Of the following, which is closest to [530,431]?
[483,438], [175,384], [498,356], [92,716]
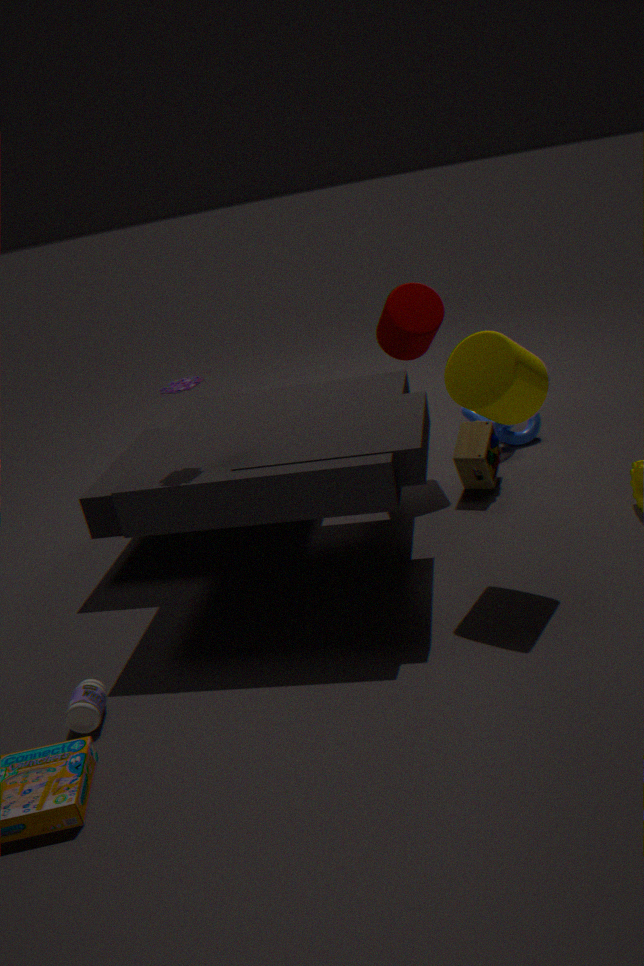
[483,438]
